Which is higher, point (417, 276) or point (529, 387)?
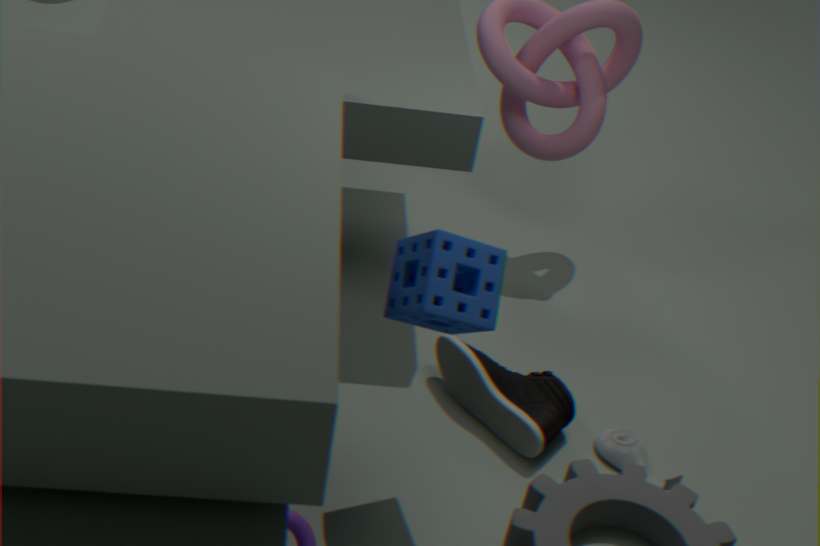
point (417, 276)
